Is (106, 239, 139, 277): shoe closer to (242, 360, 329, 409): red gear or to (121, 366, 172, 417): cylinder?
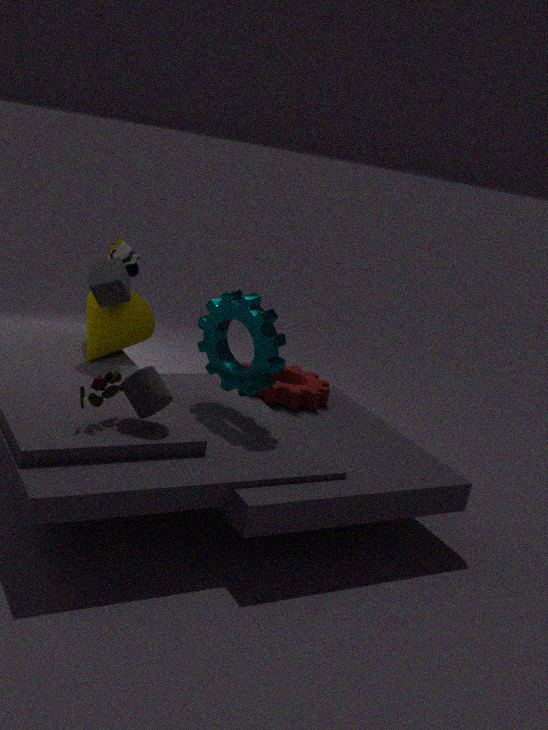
(242, 360, 329, 409): red gear
